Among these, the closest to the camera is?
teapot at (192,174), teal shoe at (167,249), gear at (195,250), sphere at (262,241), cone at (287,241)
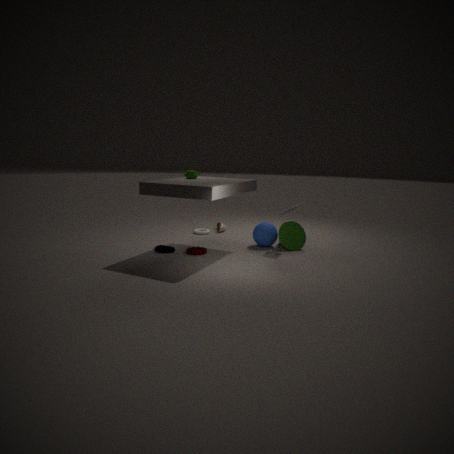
gear at (195,250)
